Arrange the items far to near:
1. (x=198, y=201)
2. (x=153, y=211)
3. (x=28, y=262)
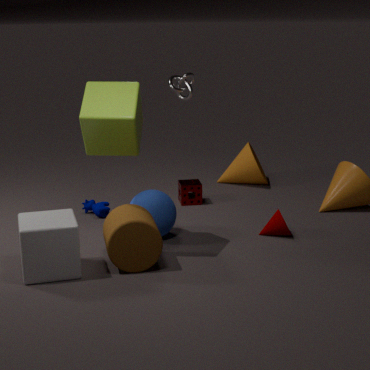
(x=198, y=201)
(x=153, y=211)
(x=28, y=262)
